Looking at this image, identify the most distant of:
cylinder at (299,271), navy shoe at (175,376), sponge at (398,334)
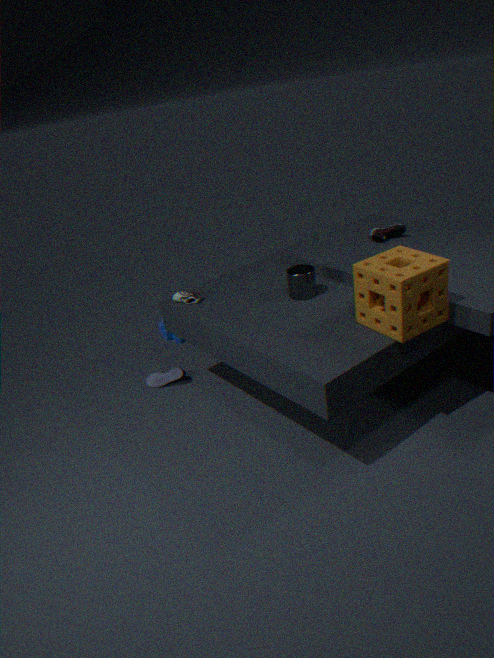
navy shoe at (175,376)
